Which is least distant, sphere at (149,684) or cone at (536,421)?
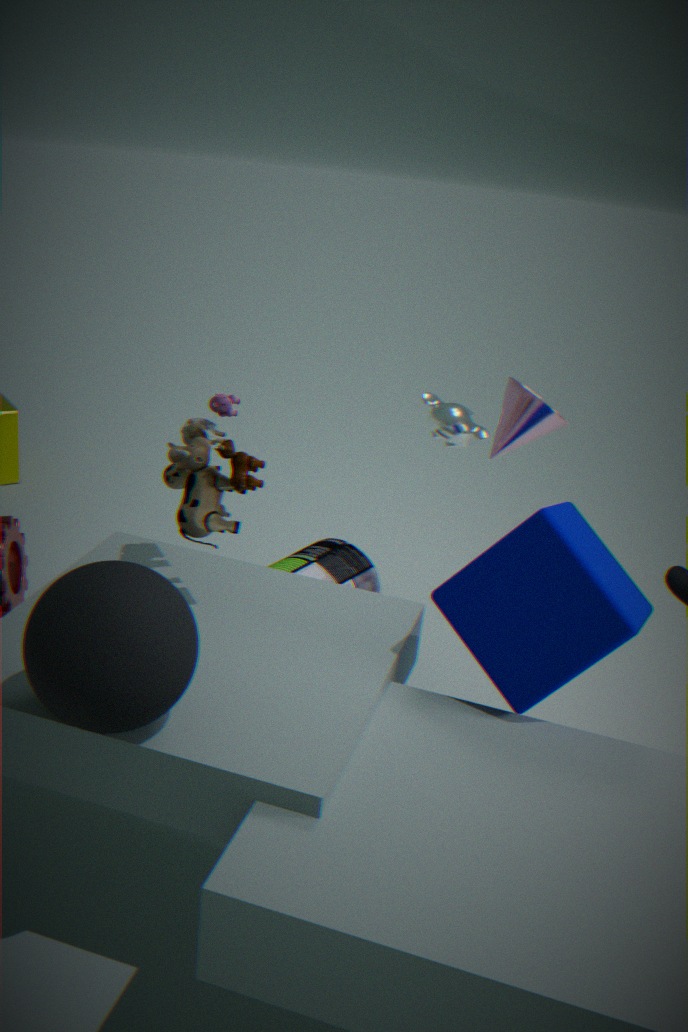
sphere at (149,684)
